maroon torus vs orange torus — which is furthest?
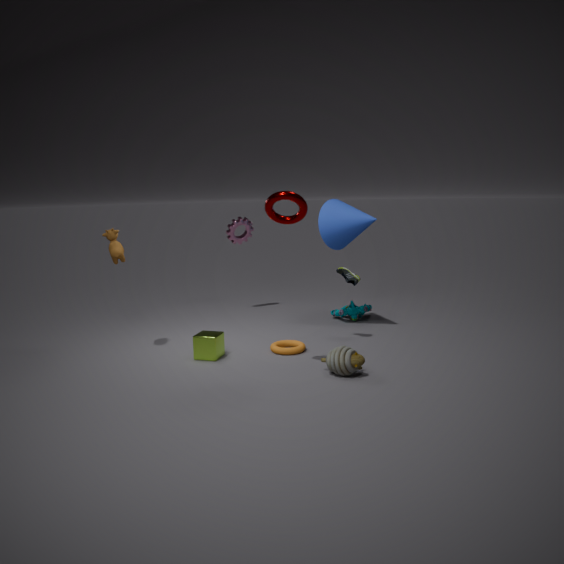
orange torus
